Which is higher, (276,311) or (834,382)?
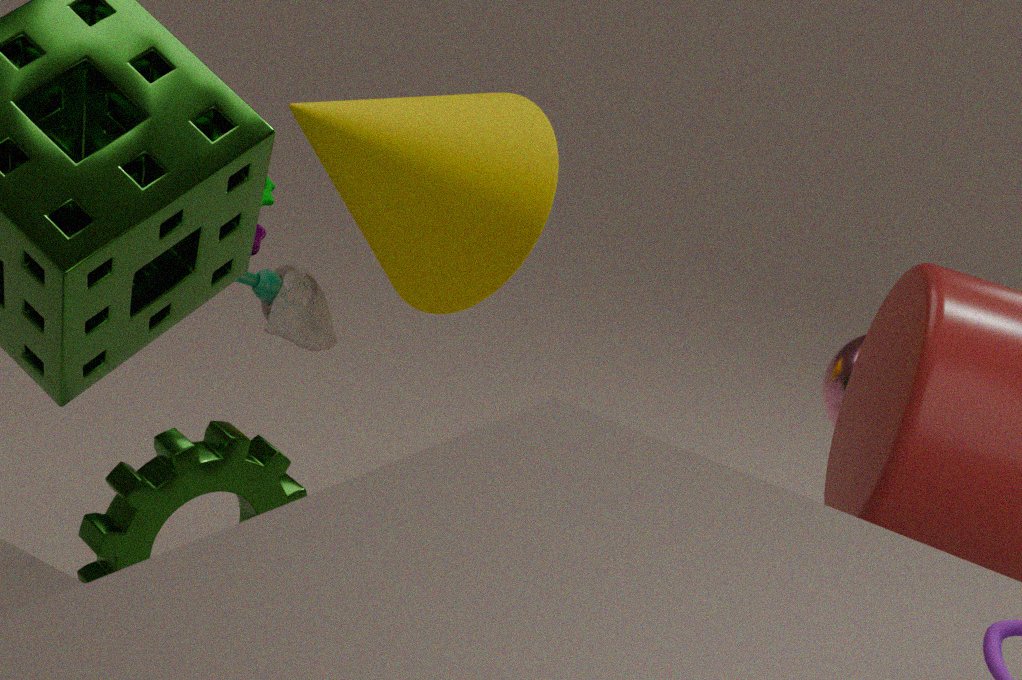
(834,382)
